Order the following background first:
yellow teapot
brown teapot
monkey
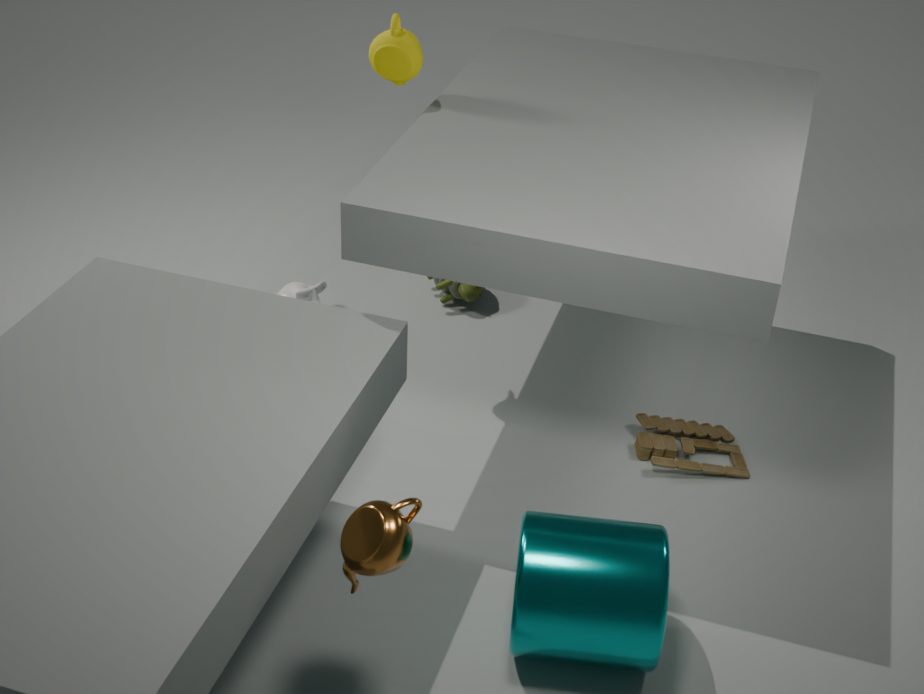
monkey
yellow teapot
brown teapot
